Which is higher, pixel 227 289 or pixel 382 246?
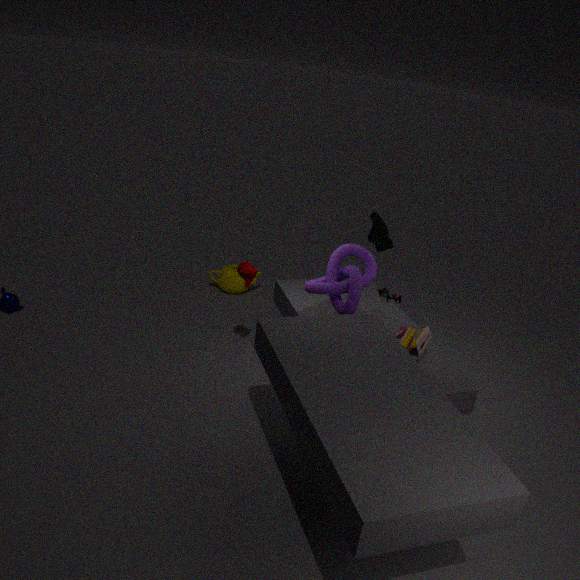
pixel 382 246
